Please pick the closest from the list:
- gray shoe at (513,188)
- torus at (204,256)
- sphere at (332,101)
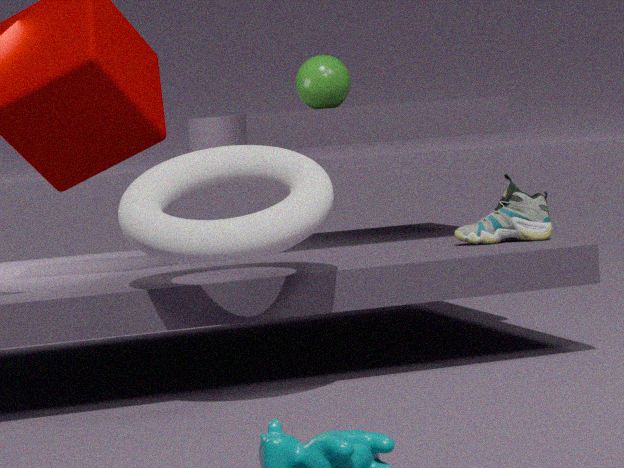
torus at (204,256)
